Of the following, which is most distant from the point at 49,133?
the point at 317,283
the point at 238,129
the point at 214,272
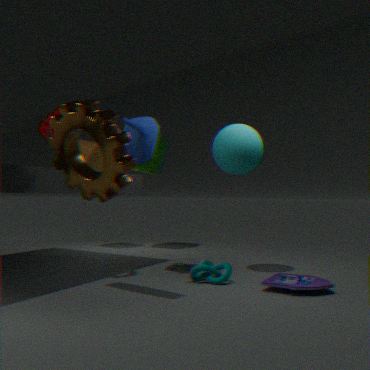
the point at 317,283
